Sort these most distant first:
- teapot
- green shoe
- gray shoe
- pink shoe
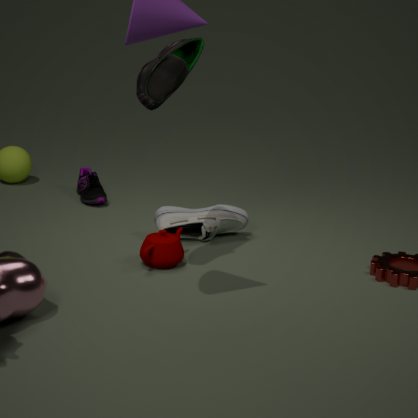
pink shoe
gray shoe
teapot
green shoe
